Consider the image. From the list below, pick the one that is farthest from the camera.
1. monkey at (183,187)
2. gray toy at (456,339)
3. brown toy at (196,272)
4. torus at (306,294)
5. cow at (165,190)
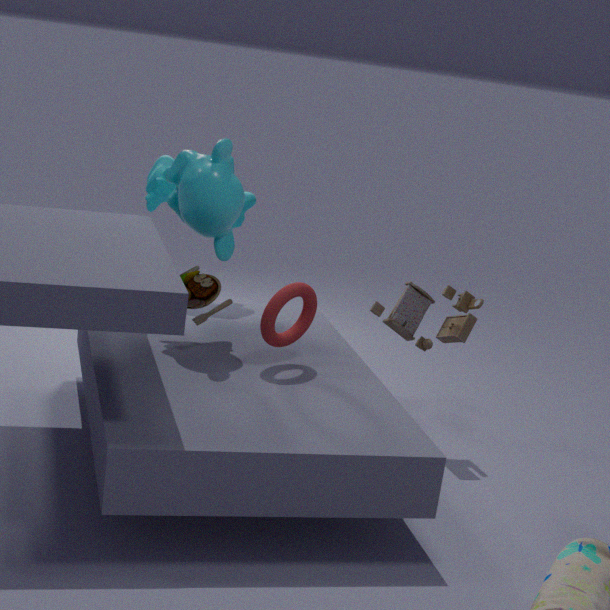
cow at (165,190)
